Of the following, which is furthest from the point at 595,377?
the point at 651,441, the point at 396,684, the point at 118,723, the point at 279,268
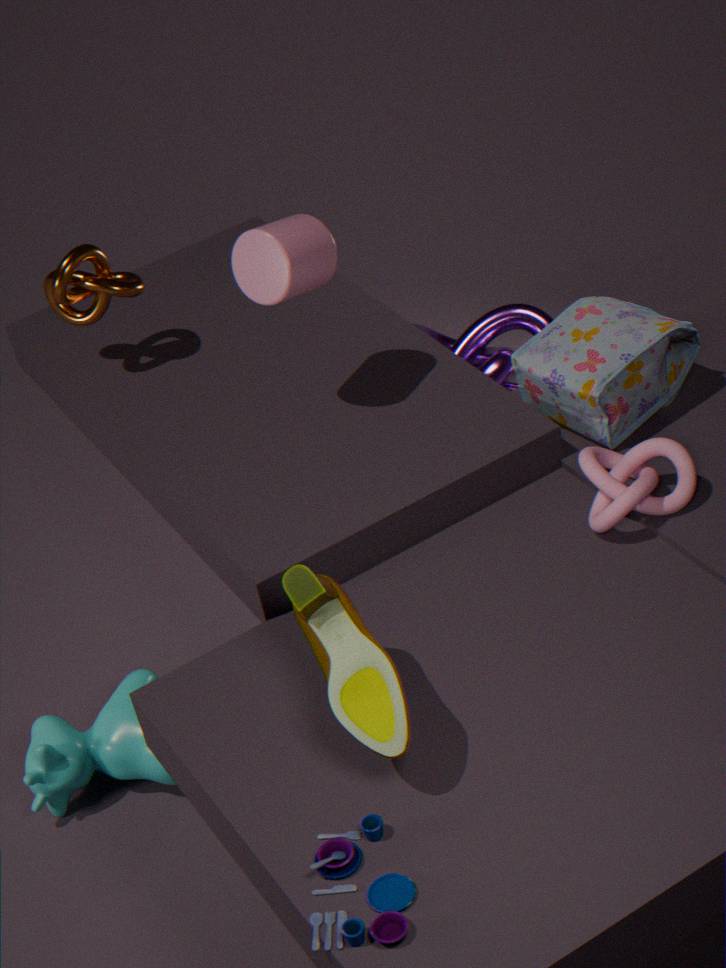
the point at 118,723
